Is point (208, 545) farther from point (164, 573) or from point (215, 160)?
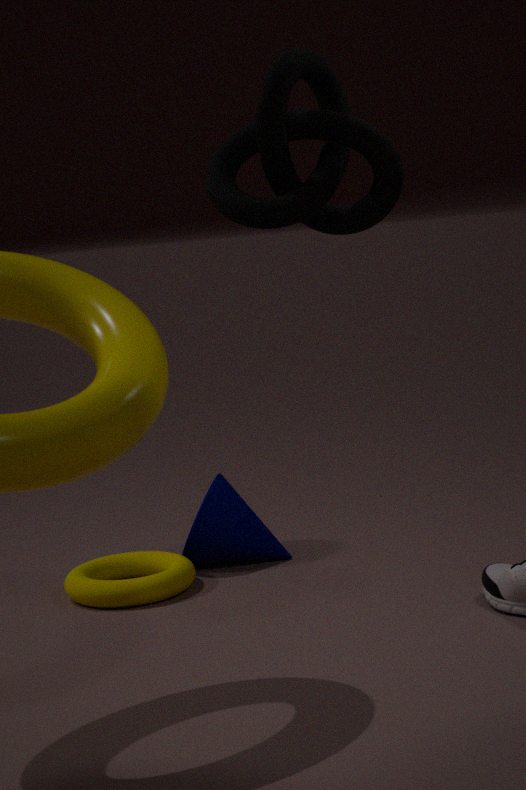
point (215, 160)
